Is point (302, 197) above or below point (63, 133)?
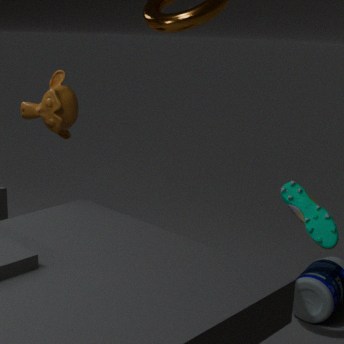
below
